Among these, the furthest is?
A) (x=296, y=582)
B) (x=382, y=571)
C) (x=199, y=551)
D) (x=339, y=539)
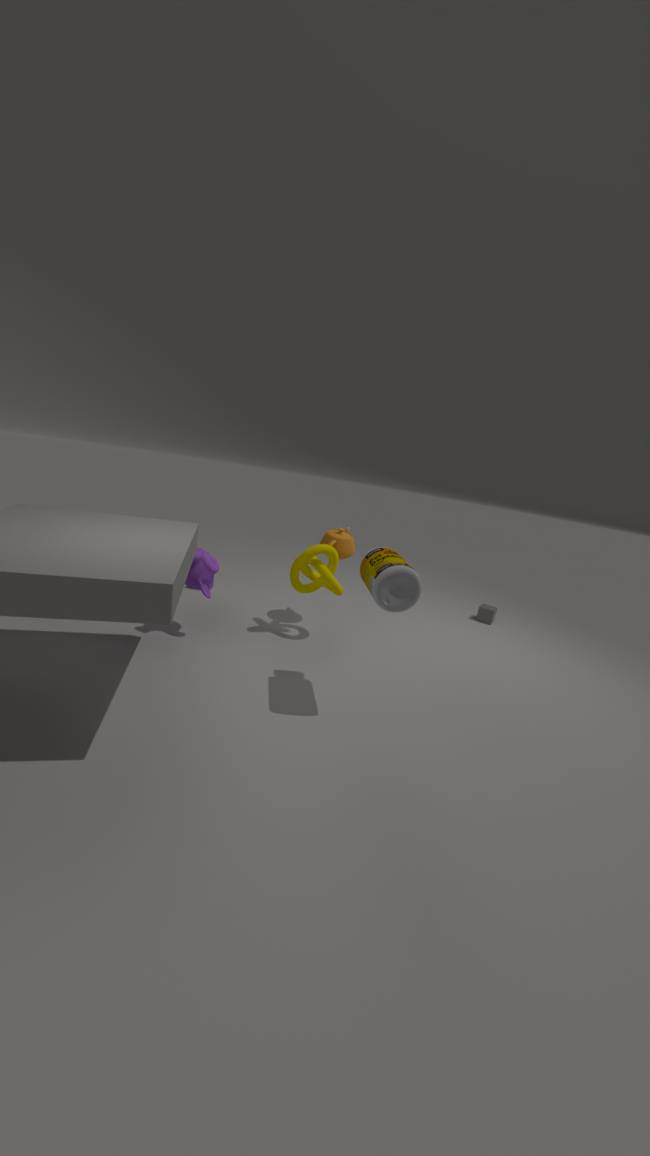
(x=339, y=539)
